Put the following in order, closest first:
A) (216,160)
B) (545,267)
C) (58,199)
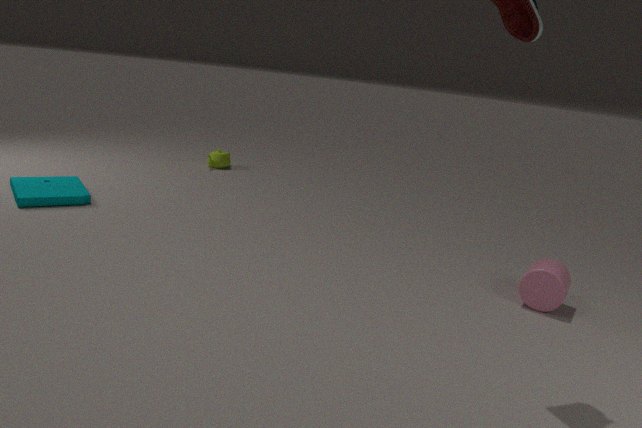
(545,267)
(58,199)
(216,160)
